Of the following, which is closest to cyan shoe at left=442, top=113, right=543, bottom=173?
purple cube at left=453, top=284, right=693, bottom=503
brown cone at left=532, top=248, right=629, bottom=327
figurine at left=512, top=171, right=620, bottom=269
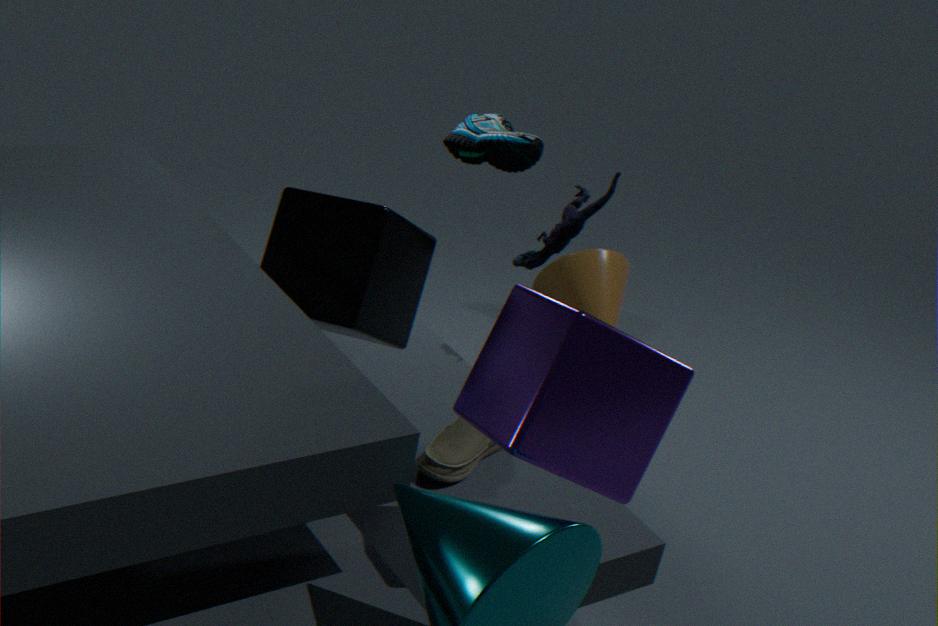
figurine at left=512, top=171, right=620, bottom=269
